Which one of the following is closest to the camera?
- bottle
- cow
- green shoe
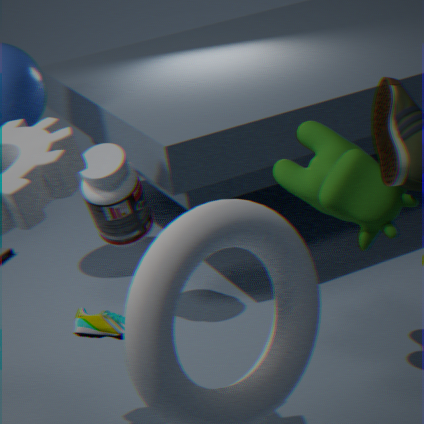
cow
